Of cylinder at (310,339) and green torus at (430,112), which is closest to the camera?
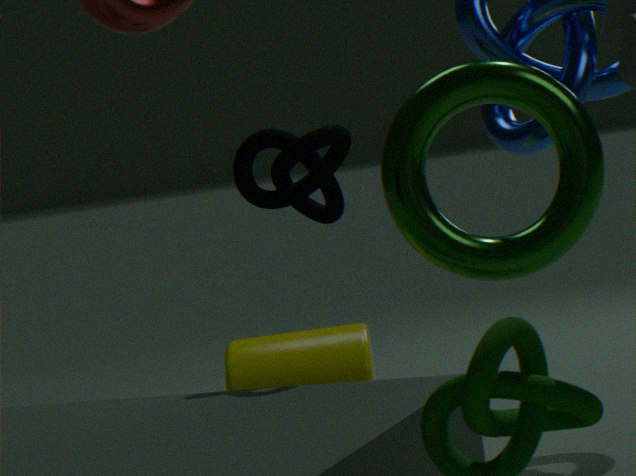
green torus at (430,112)
